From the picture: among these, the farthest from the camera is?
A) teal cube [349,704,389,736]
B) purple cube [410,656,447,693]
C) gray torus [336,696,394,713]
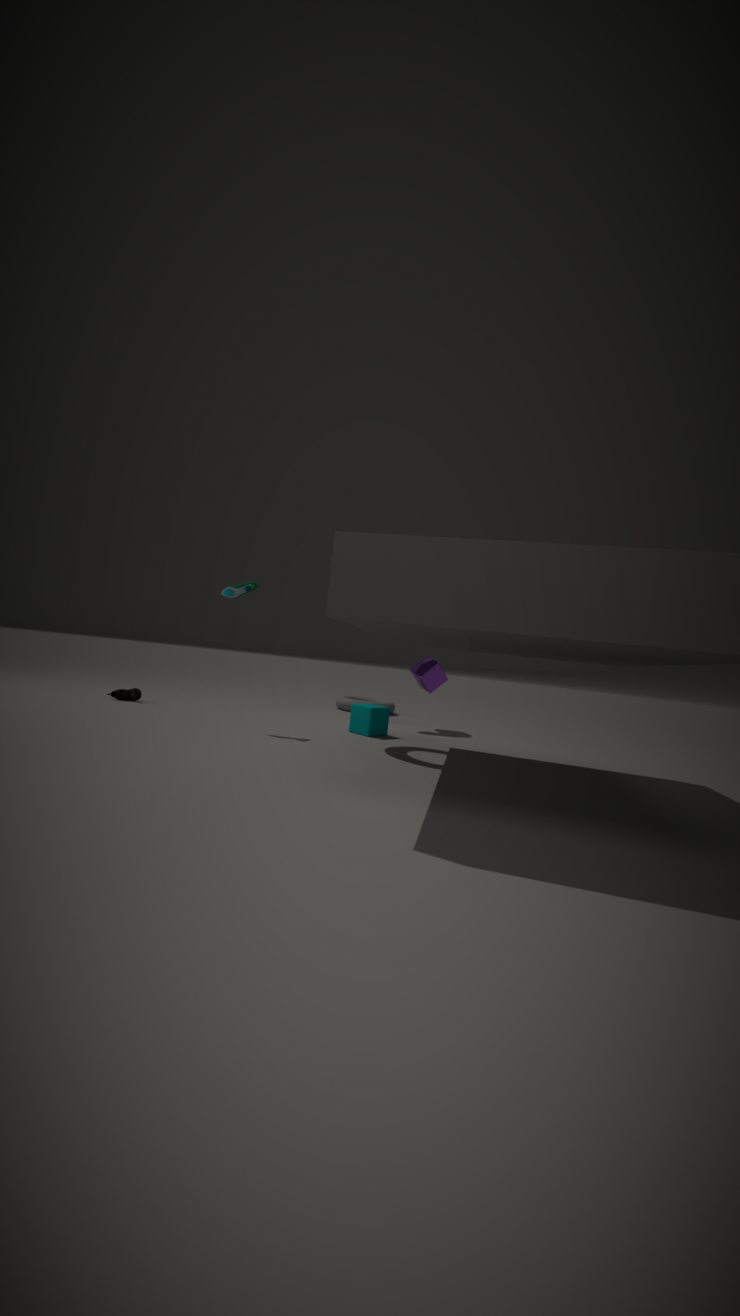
C. gray torus [336,696,394,713]
